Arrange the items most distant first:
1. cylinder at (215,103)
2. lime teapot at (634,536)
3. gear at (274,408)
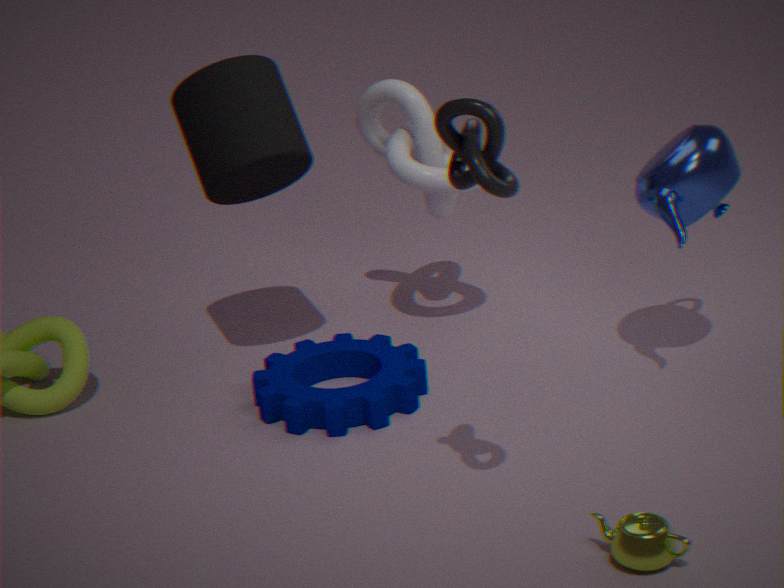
cylinder at (215,103), gear at (274,408), lime teapot at (634,536)
